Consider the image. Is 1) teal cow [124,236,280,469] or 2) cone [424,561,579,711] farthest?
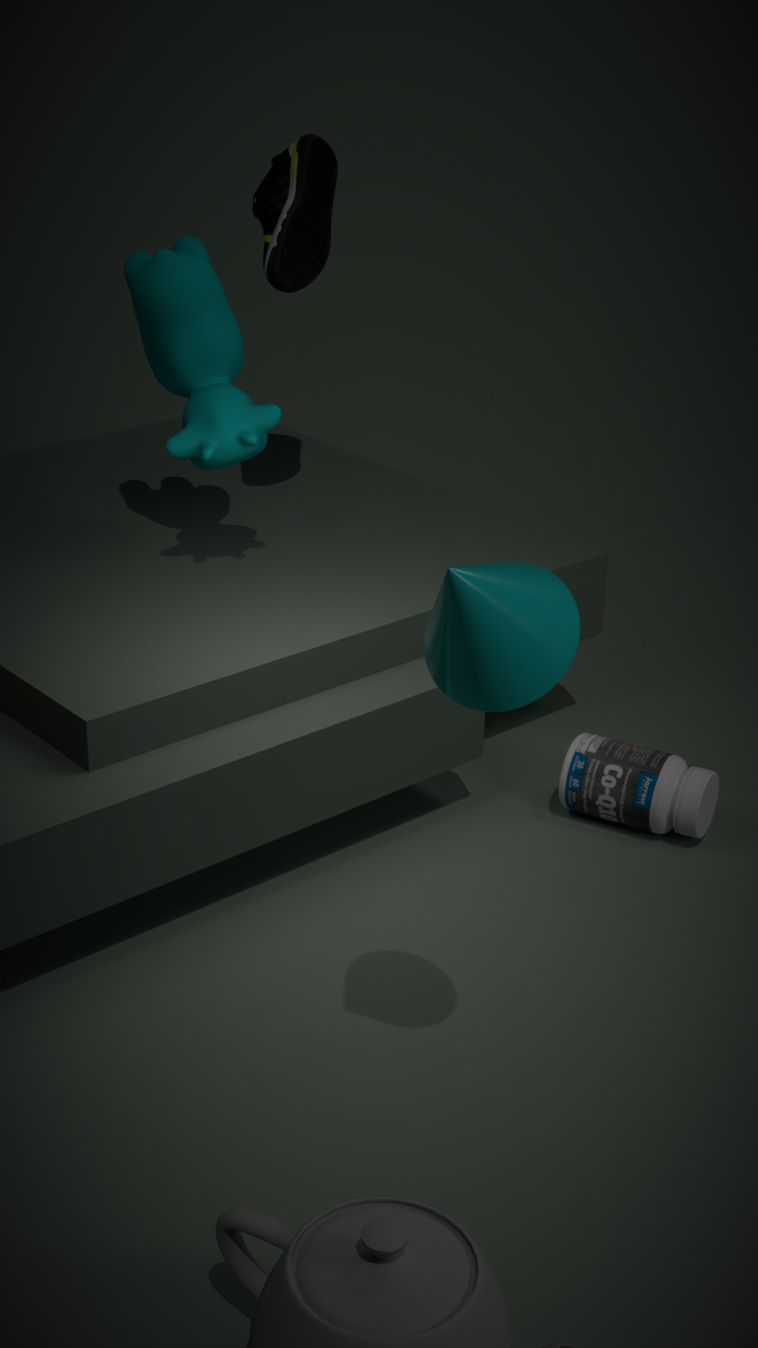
1. teal cow [124,236,280,469]
